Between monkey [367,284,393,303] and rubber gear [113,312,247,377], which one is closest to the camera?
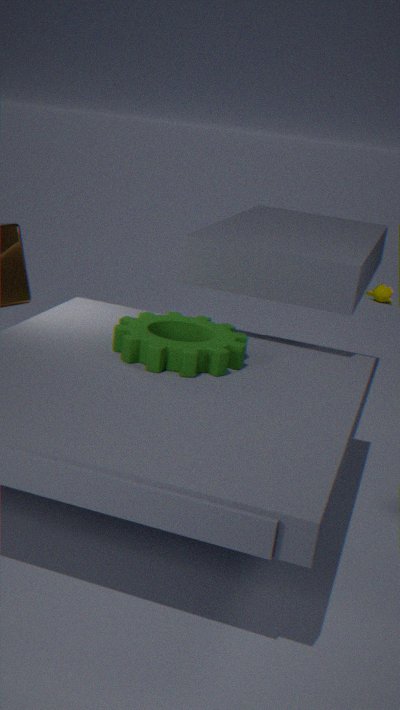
rubber gear [113,312,247,377]
